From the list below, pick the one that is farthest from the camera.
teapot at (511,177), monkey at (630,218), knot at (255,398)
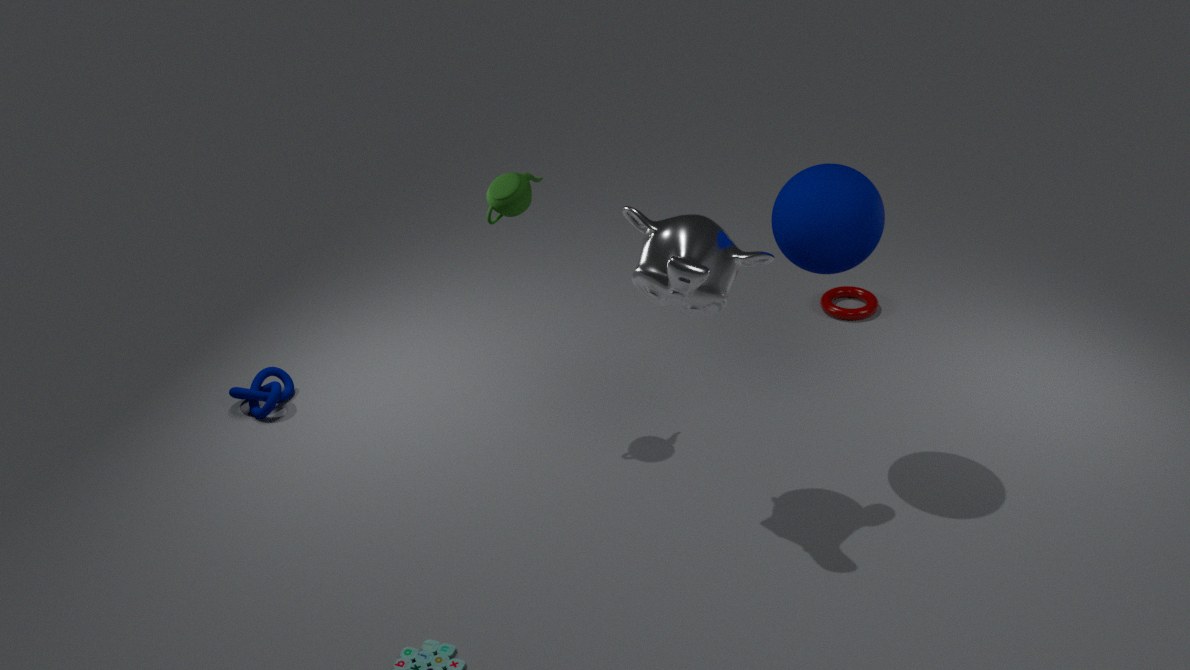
knot at (255,398)
